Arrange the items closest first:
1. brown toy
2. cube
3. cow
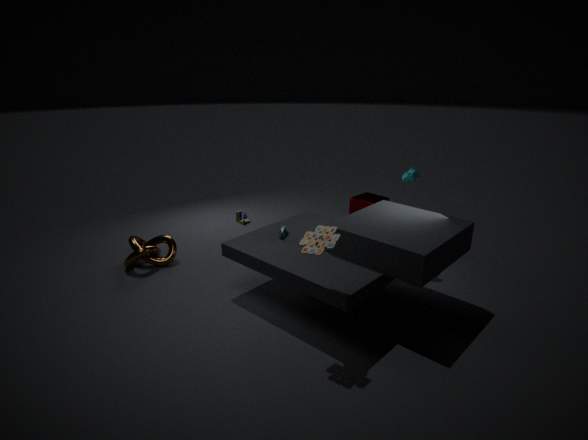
brown toy
cow
cube
